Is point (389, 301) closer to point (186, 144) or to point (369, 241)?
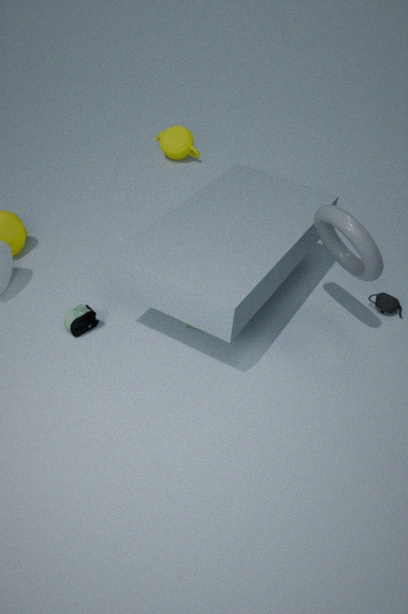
point (369, 241)
